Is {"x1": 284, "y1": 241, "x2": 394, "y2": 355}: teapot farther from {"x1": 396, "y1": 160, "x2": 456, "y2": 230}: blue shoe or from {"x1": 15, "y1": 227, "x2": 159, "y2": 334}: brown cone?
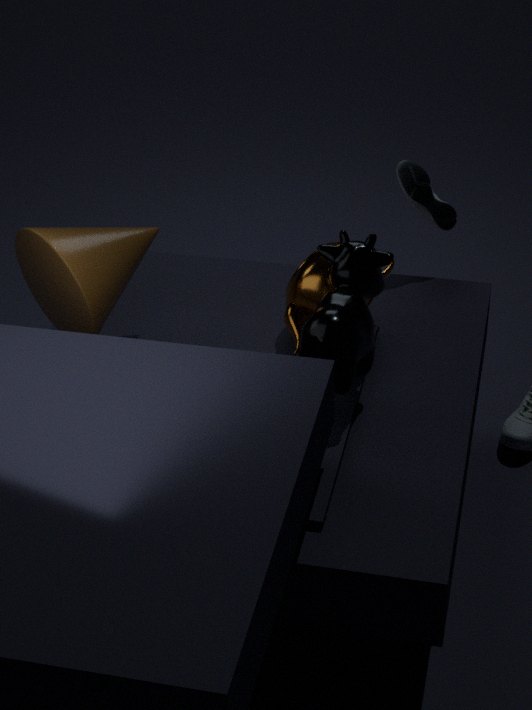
{"x1": 15, "y1": 227, "x2": 159, "y2": 334}: brown cone
